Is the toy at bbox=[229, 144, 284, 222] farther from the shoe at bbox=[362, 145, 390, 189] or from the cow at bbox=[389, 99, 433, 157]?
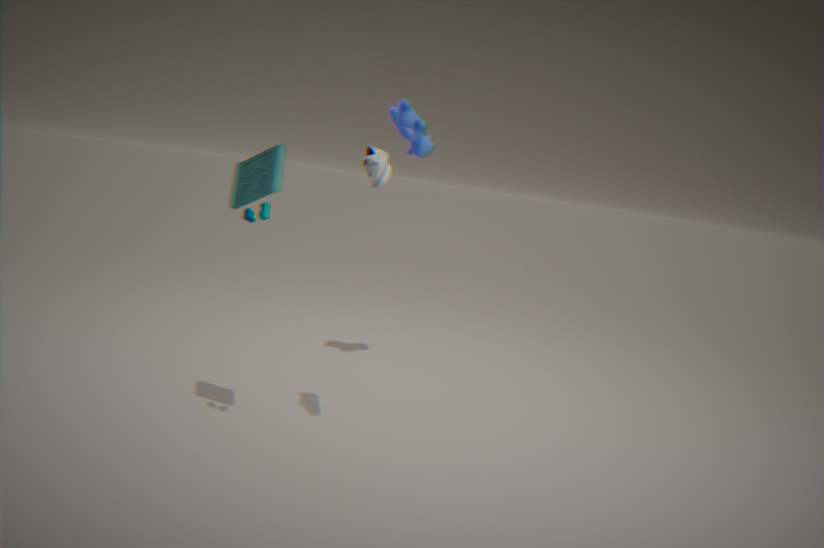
the cow at bbox=[389, 99, 433, 157]
